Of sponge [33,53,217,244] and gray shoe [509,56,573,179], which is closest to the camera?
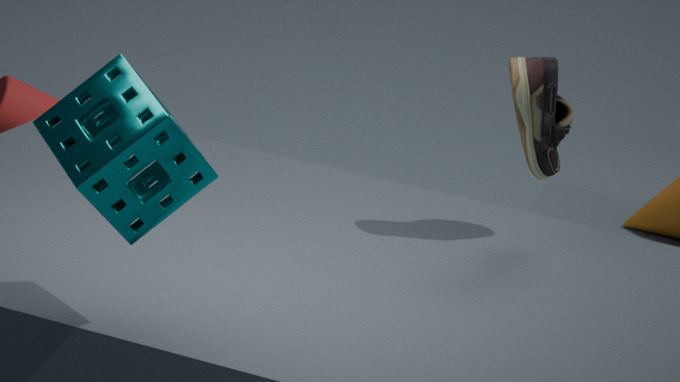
sponge [33,53,217,244]
